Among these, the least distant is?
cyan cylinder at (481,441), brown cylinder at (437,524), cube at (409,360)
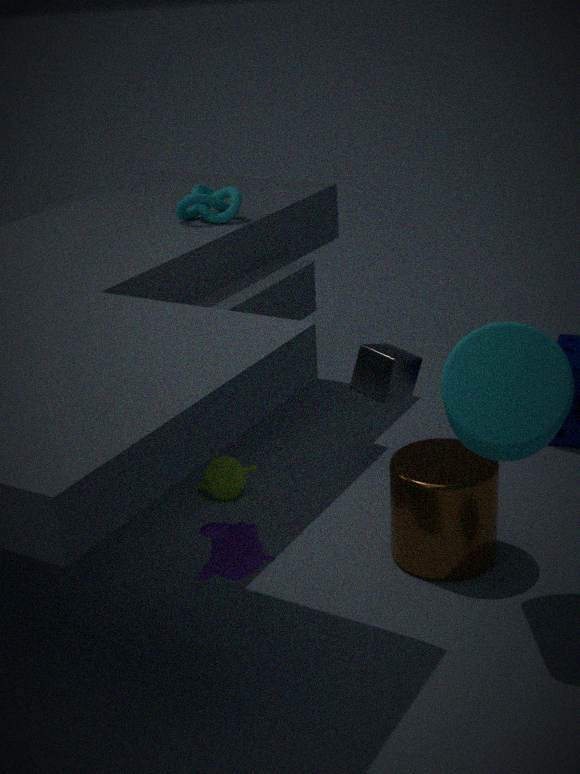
cyan cylinder at (481,441)
